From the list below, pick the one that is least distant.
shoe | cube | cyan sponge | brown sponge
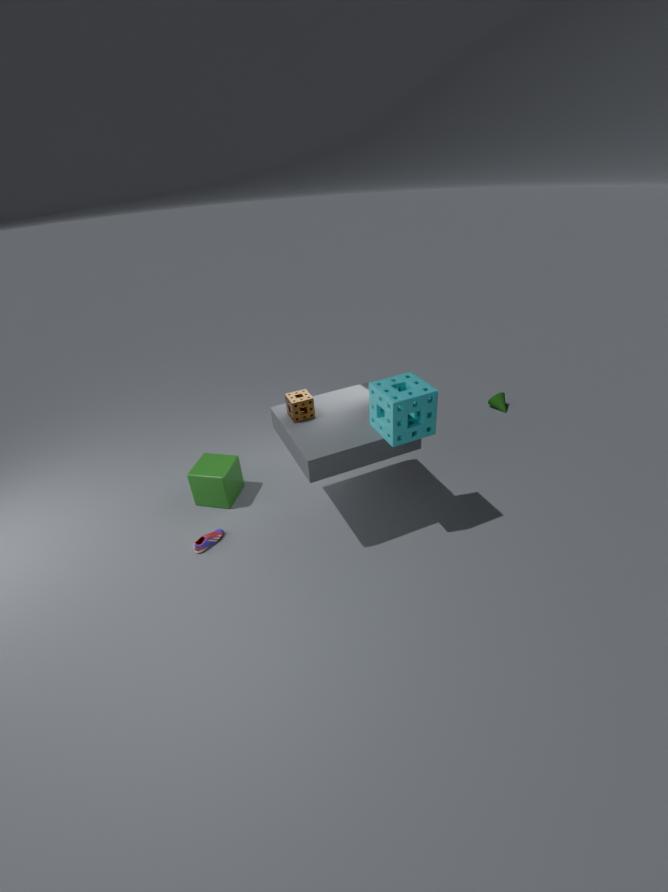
cyan sponge
